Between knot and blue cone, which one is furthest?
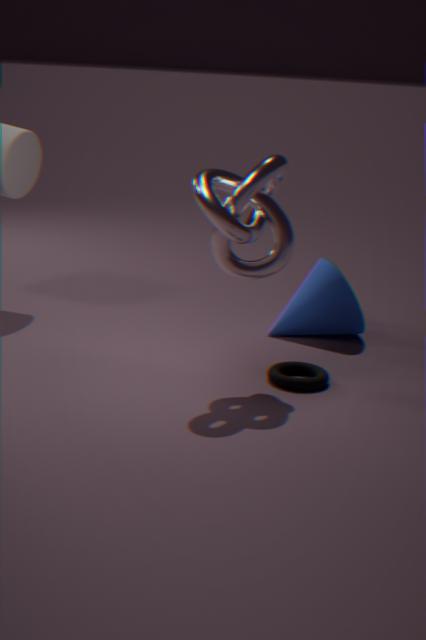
blue cone
